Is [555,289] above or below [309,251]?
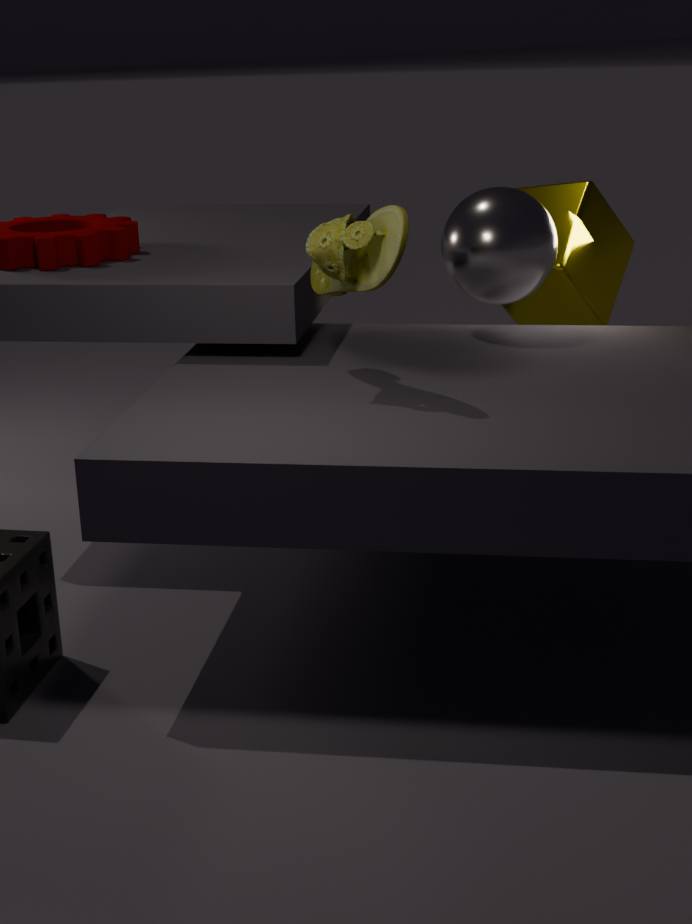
below
